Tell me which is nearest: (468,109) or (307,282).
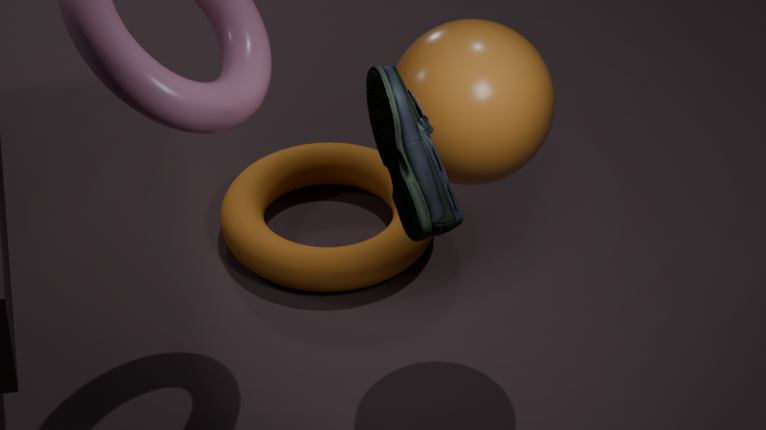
(468,109)
